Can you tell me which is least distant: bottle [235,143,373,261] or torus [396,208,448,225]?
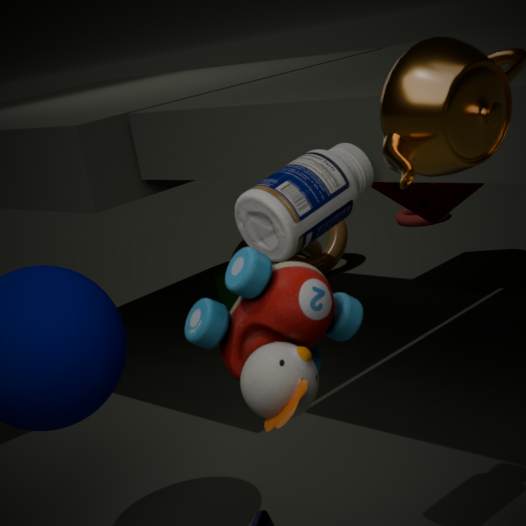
bottle [235,143,373,261]
